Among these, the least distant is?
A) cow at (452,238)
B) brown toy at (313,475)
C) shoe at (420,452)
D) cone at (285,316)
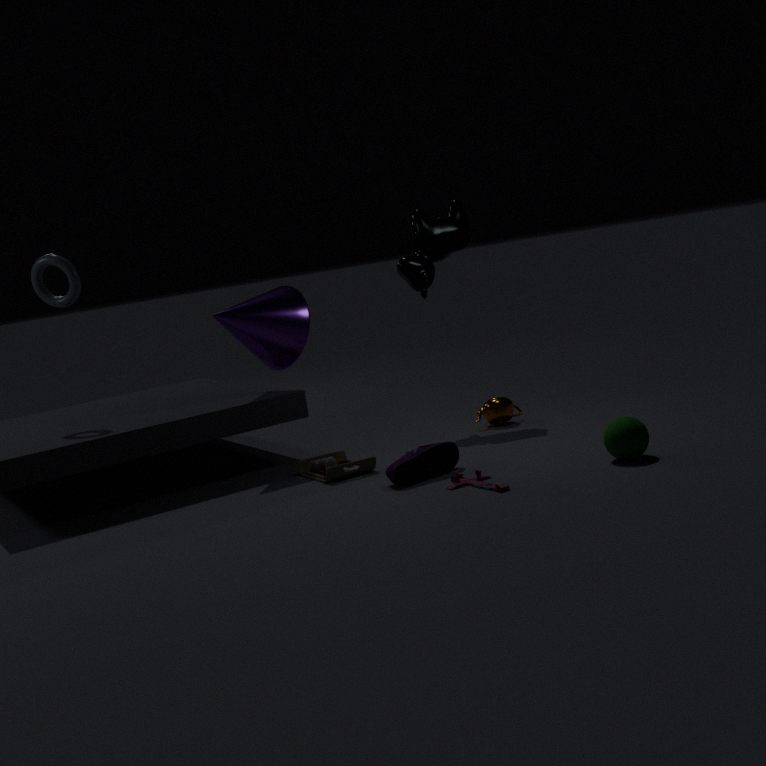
shoe at (420,452)
